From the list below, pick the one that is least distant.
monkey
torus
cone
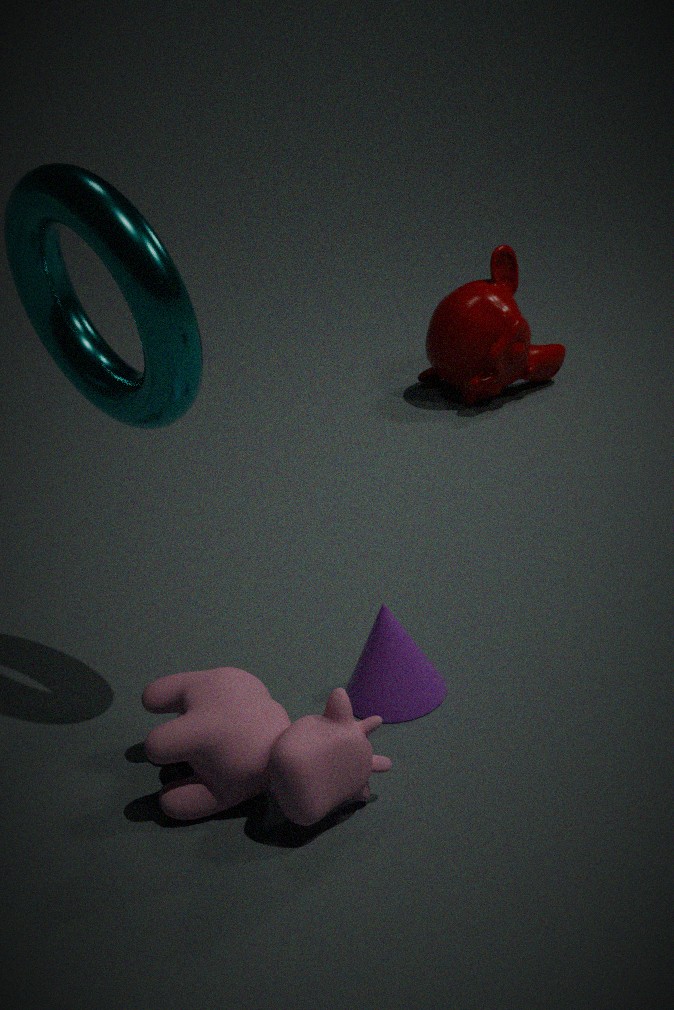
torus
